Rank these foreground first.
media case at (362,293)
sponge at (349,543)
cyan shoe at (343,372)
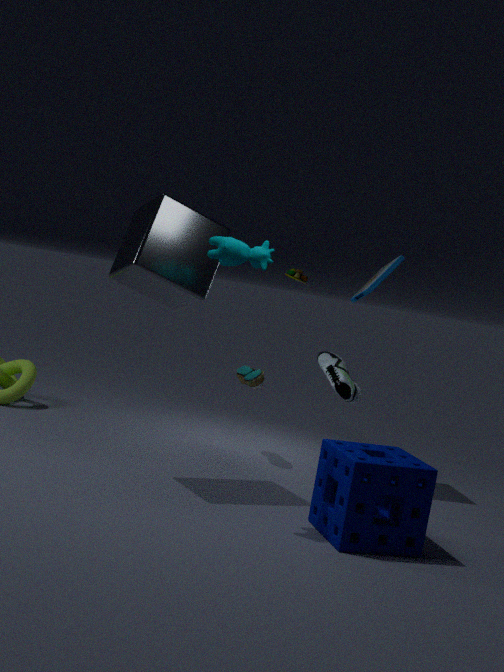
1. sponge at (349,543)
2. media case at (362,293)
3. cyan shoe at (343,372)
